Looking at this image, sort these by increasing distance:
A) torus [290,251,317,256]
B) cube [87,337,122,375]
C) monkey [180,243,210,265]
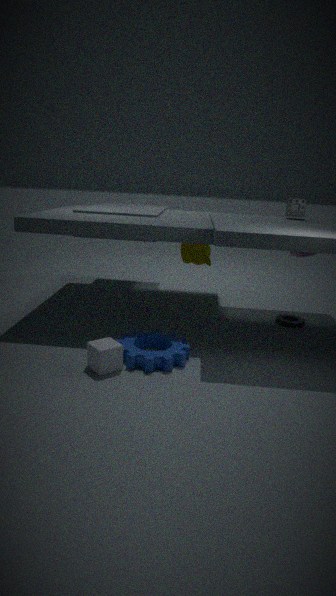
cube [87,337,122,375] → torus [290,251,317,256] → monkey [180,243,210,265]
